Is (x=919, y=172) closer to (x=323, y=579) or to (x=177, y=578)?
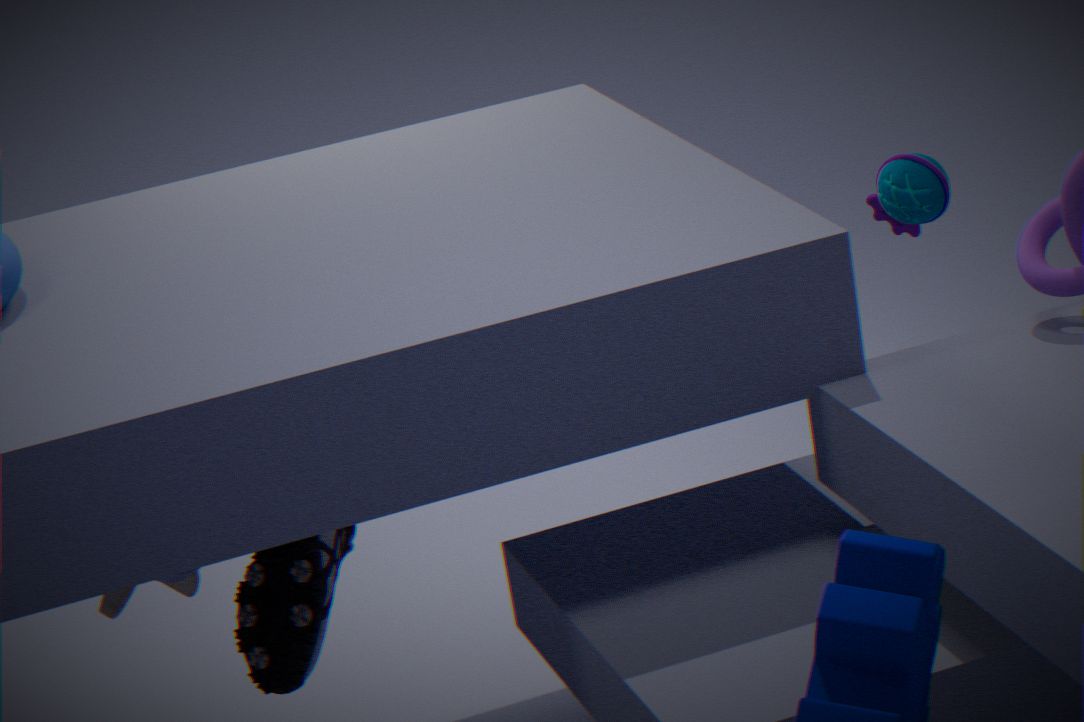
(x=323, y=579)
